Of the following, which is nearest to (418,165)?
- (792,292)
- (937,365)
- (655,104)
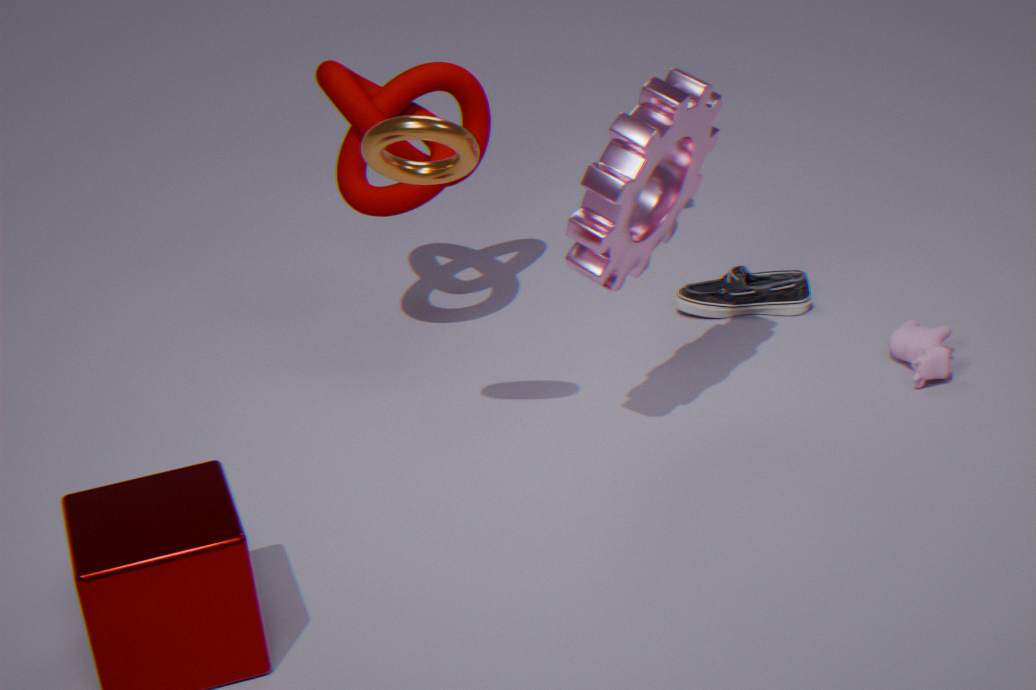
(655,104)
